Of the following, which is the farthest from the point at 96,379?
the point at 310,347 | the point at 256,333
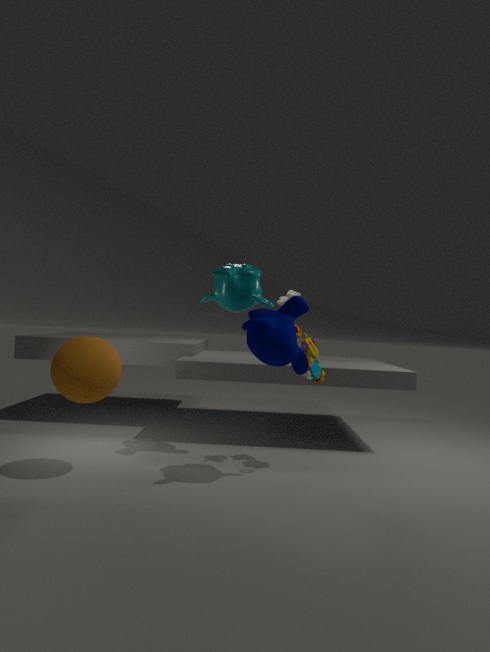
the point at 310,347
